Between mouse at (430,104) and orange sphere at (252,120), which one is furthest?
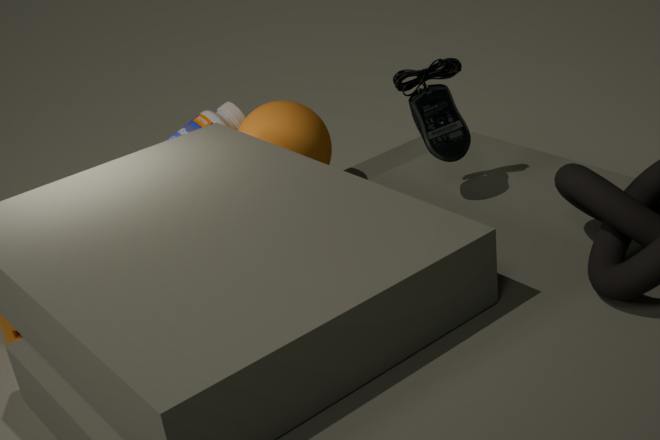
orange sphere at (252,120)
